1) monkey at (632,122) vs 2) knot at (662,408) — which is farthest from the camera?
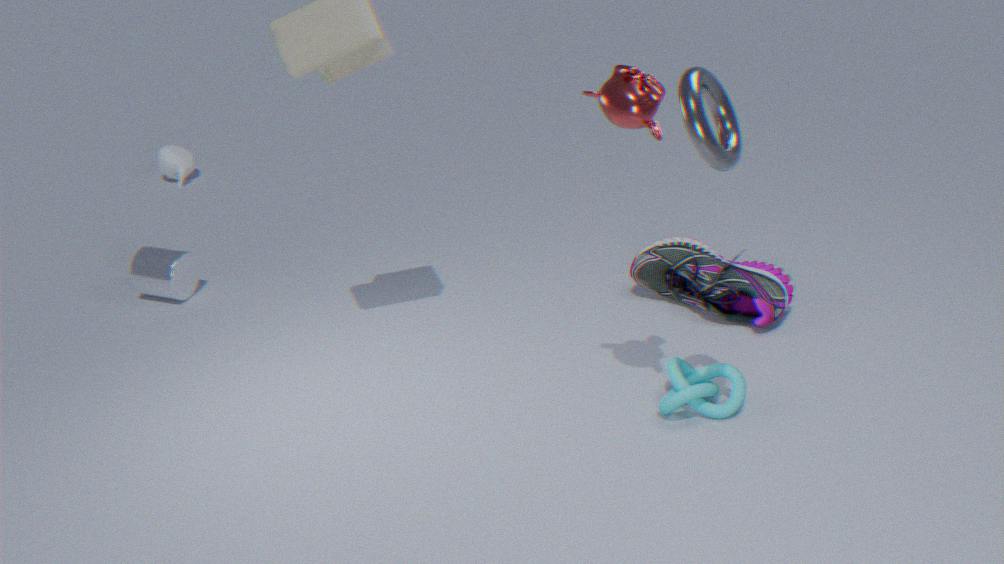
2. knot at (662,408)
